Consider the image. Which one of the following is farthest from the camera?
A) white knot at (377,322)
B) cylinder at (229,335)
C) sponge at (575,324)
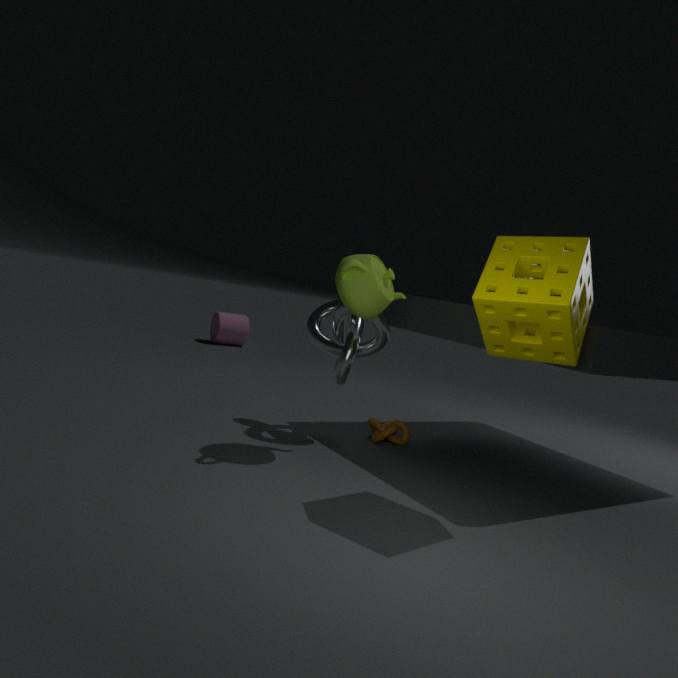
cylinder at (229,335)
